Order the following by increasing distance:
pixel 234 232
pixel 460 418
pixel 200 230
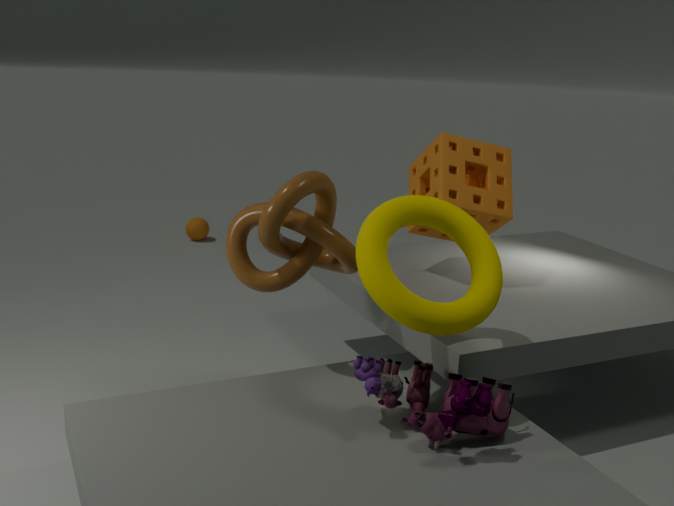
pixel 460 418 → pixel 234 232 → pixel 200 230
